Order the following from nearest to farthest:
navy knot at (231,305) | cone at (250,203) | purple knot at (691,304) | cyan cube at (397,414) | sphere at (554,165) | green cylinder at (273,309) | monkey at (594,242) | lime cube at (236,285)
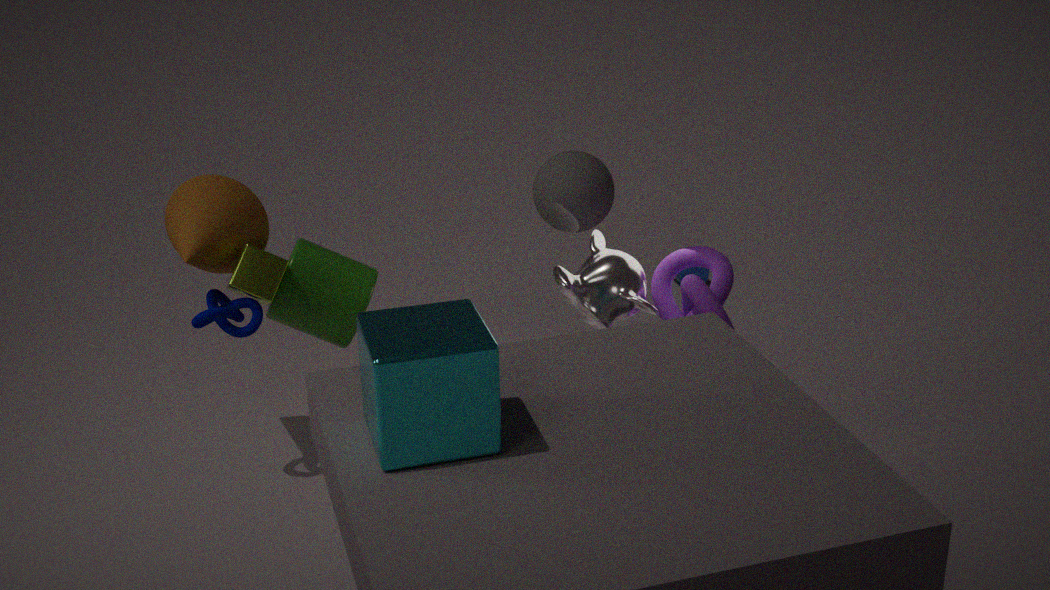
cyan cube at (397,414), purple knot at (691,304), navy knot at (231,305), monkey at (594,242), lime cube at (236,285), cone at (250,203), green cylinder at (273,309), sphere at (554,165)
